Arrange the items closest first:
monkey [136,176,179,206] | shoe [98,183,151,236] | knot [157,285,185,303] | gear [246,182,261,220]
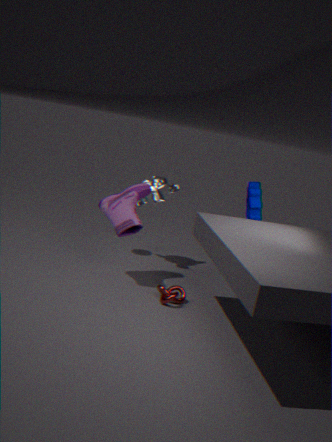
knot [157,285,185,303] < shoe [98,183,151,236] < gear [246,182,261,220] < monkey [136,176,179,206]
